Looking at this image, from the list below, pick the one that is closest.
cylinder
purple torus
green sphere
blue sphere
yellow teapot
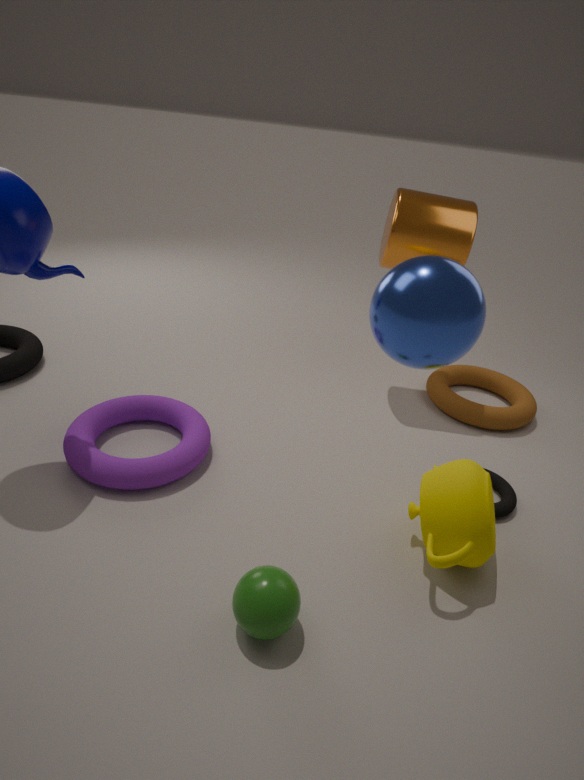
blue sphere
